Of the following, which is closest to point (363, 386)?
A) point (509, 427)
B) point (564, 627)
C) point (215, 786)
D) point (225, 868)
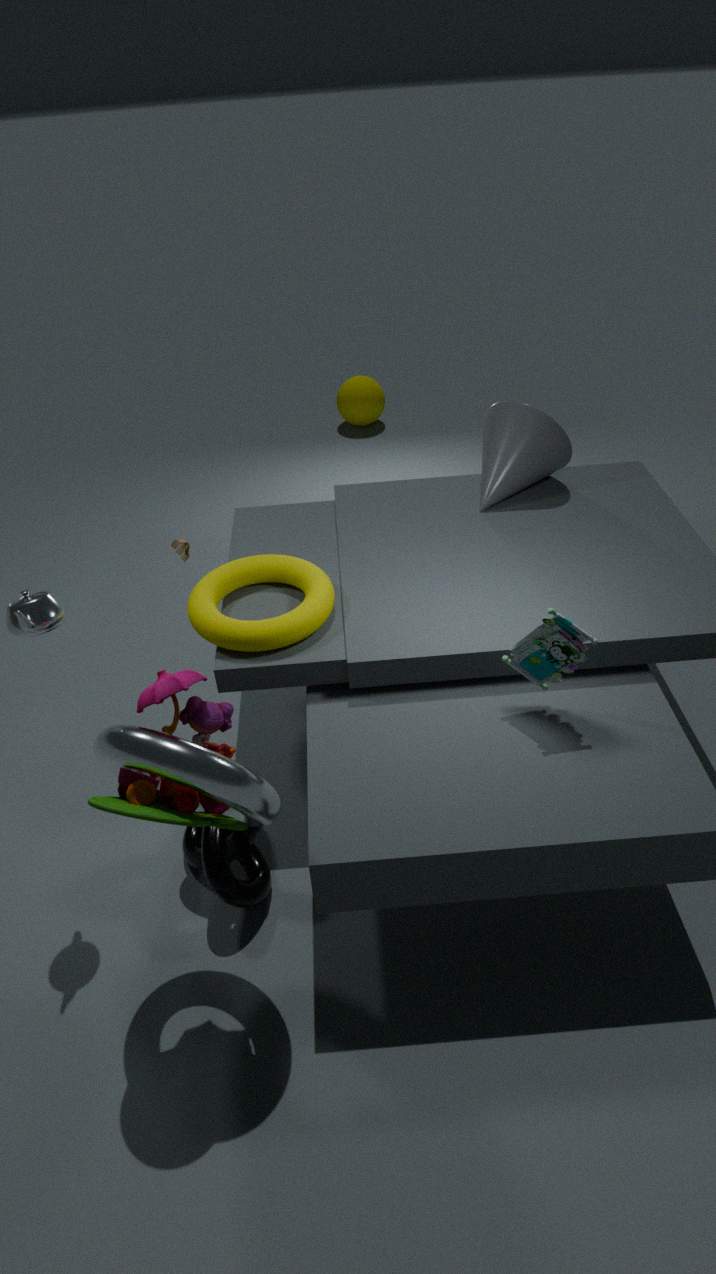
point (509, 427)
